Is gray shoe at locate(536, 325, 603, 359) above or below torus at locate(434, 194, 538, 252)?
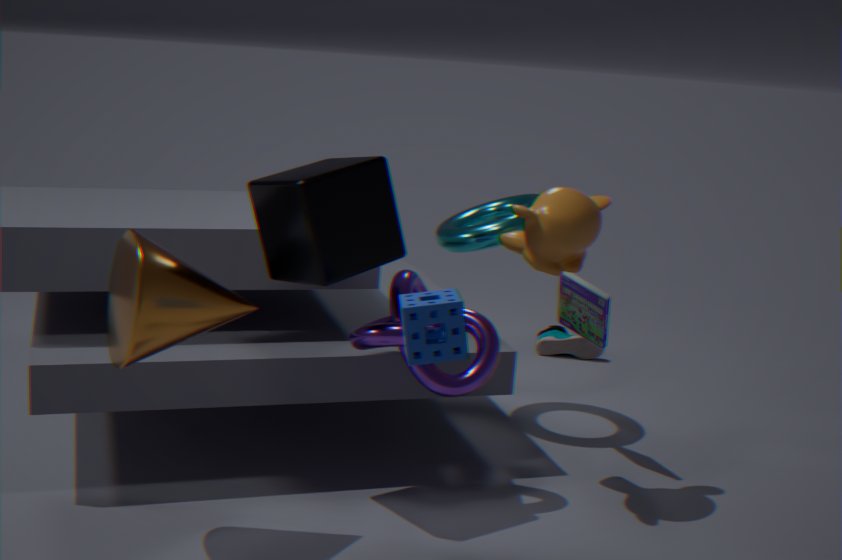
A: below
